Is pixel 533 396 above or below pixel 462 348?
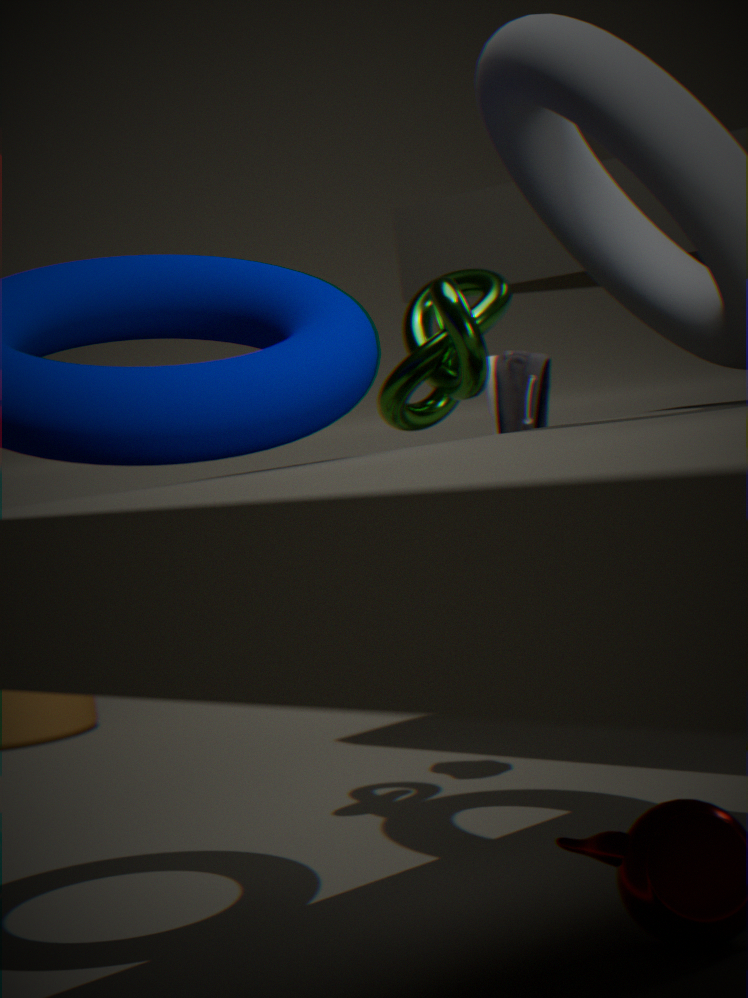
below
